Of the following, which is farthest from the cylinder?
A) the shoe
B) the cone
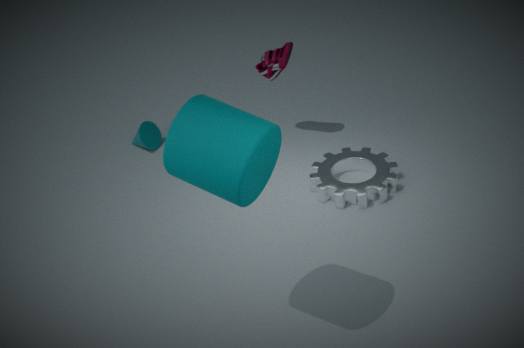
the cone
